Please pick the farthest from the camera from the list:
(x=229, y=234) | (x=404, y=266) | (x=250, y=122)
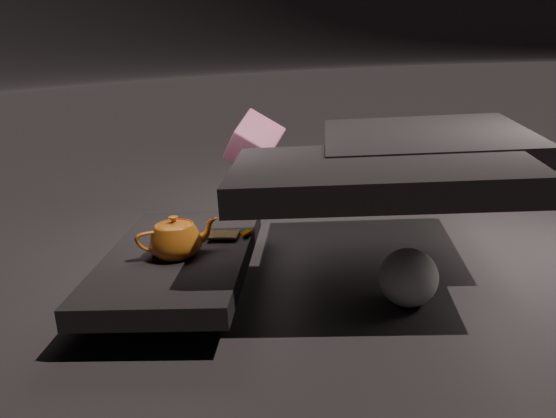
(x=250, y=122)
